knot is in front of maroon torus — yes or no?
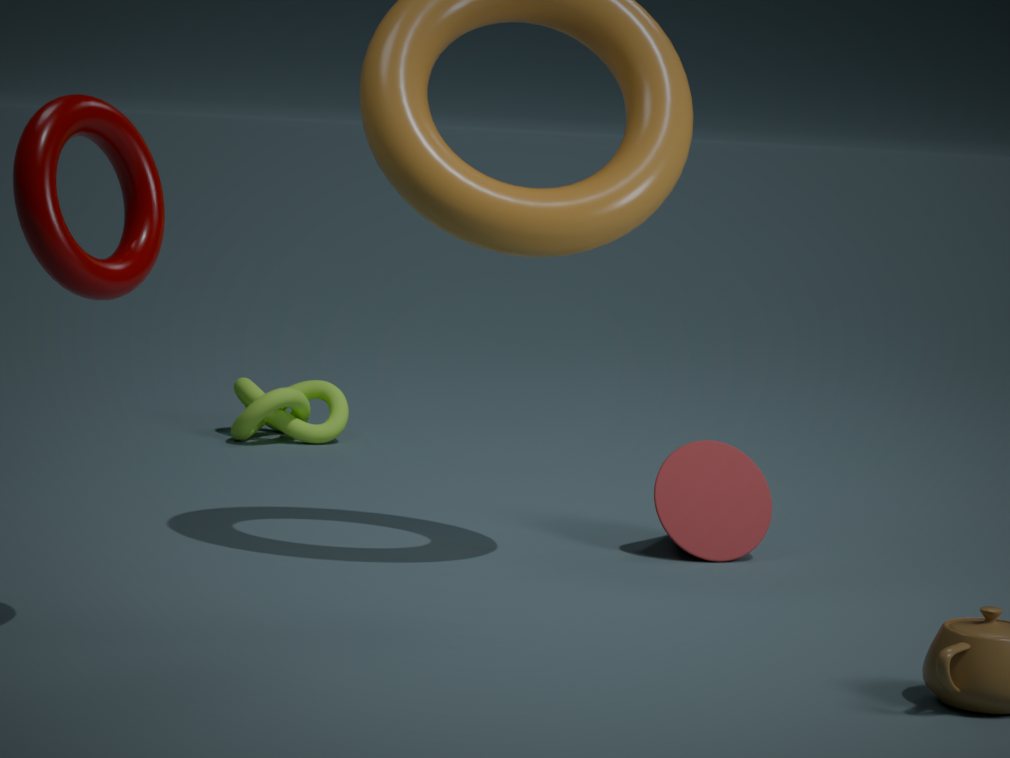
No
